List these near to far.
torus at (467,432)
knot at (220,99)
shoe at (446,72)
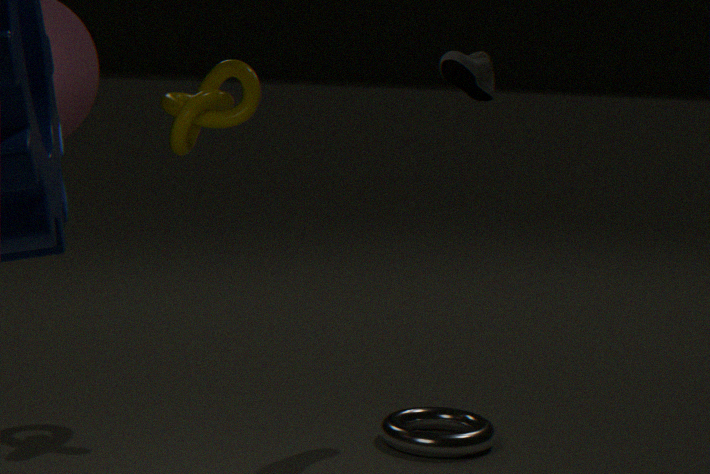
1. torus at (467,432)
2. shoe at (446,72)
3. knot at (220,99)
